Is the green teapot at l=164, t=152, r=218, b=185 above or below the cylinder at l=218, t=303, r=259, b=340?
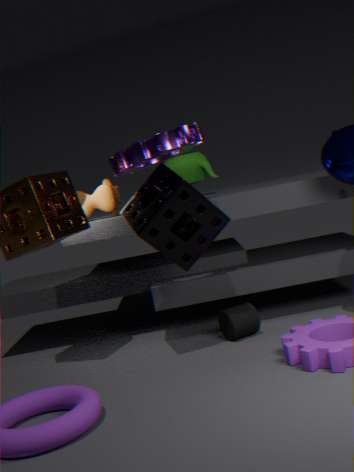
above
